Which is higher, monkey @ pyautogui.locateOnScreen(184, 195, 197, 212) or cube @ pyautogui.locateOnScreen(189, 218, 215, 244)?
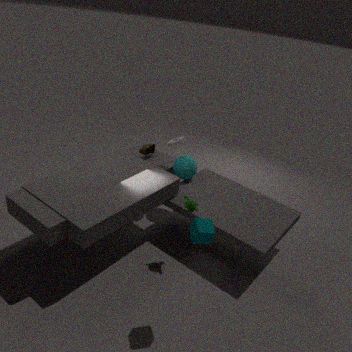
cube @ pyautogui.locateOnScreen(189, 218, 215, 244)
